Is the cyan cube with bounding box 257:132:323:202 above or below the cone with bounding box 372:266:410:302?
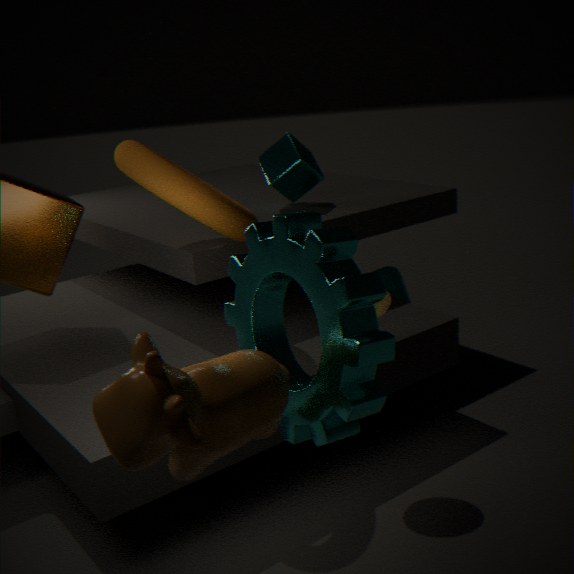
above
